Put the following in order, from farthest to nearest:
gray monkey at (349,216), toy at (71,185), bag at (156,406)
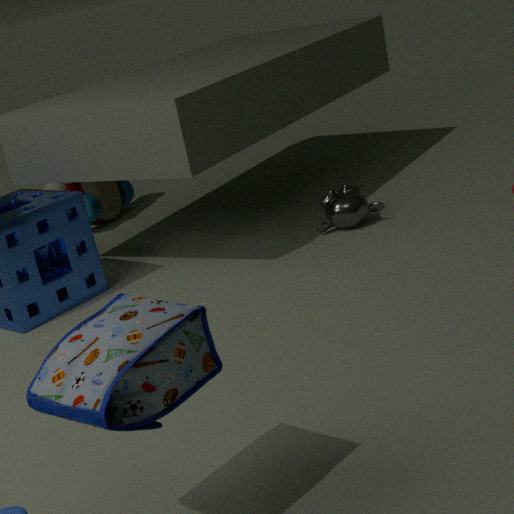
1. toy at (71,185)
2. gray monkey at (349,216)
3. bag at (156,406)
